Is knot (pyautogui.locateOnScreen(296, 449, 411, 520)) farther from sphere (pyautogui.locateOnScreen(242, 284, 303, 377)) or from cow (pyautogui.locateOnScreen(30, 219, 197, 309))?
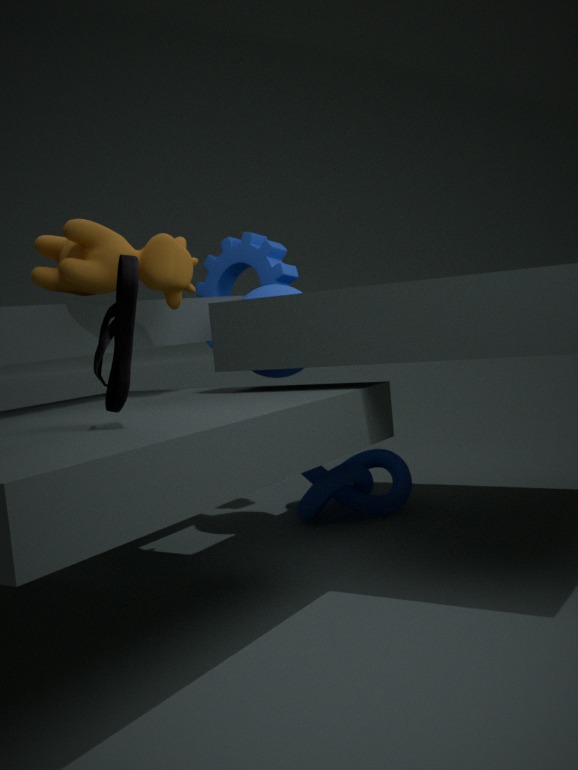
cow (pyautogui.locateOnScreen(30, 219, 197, 309))
